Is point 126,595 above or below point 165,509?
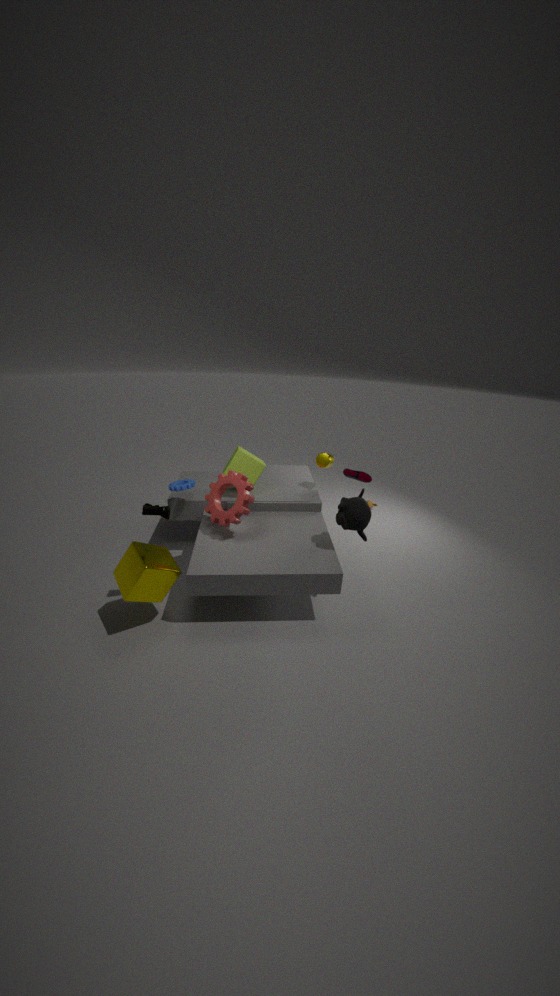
below
